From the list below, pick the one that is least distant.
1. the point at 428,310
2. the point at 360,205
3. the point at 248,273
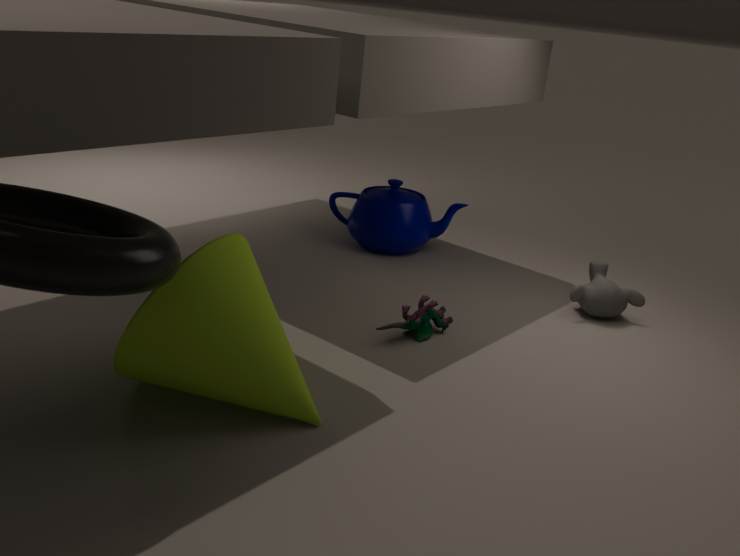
the point at 248,273
